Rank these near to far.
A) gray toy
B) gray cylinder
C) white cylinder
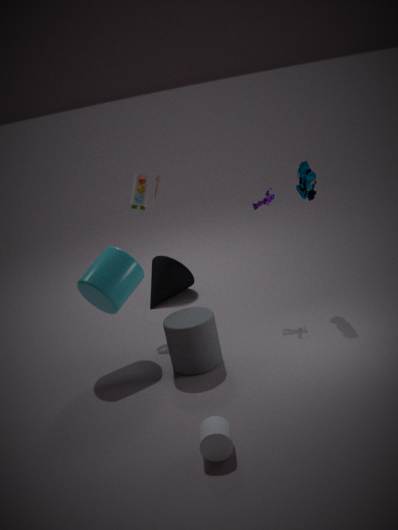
1. white cylinder
2. gray cylinder
3. gray toy
